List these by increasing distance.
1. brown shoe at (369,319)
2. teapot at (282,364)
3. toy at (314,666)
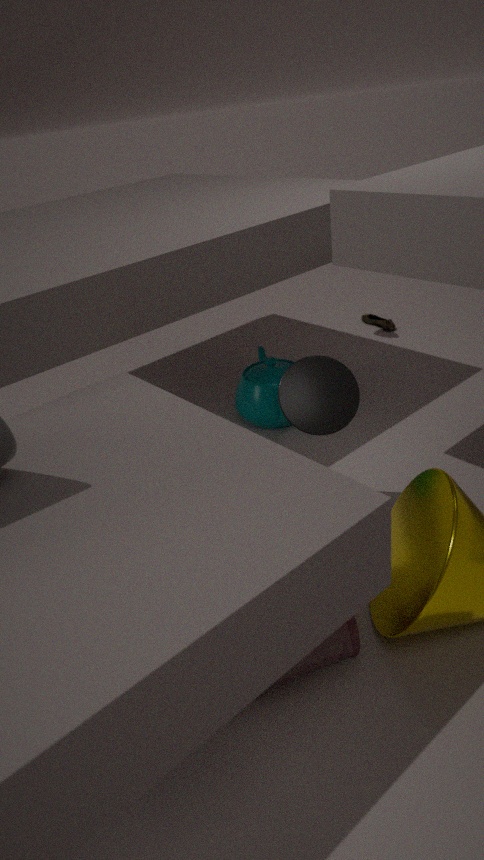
1. toy at (314,666)
2. teapot at (282,364)
3. brown shoe at (369,319)
